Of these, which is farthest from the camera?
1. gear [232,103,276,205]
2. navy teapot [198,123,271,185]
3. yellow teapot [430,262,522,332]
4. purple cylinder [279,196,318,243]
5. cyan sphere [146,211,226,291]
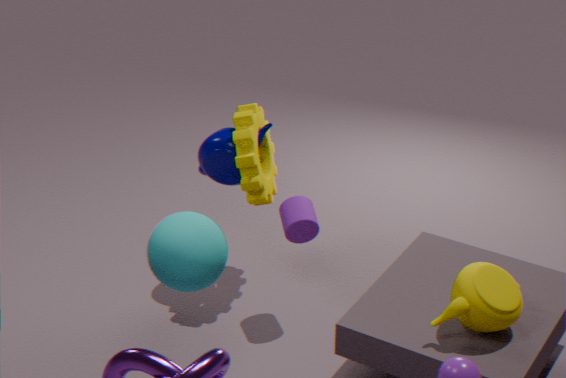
navy teapot [198,123,271,185]
